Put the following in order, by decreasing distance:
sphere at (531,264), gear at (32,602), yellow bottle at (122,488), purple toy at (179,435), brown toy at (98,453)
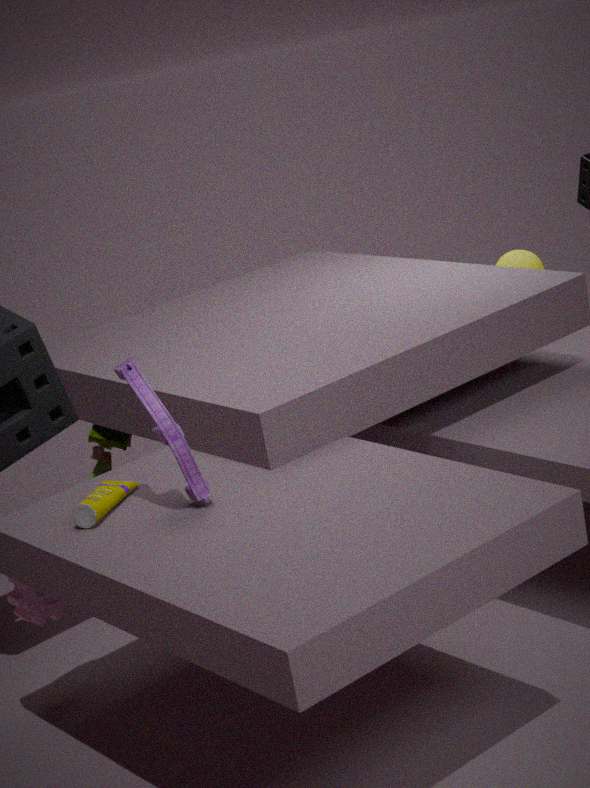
sphere at (531,264), brown toy at (98,453), gear at (32,602), yellow bottle at (122,488), purple toy at (179,435)
